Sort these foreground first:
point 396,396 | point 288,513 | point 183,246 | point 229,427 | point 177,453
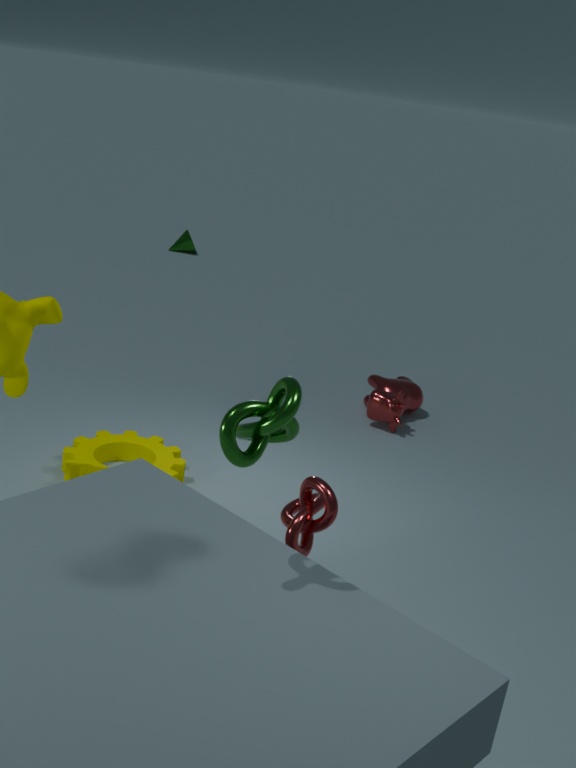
1. point 229,427
2. point 288,513
3. point 177,453
4. point 396,396
5. point 183,246
